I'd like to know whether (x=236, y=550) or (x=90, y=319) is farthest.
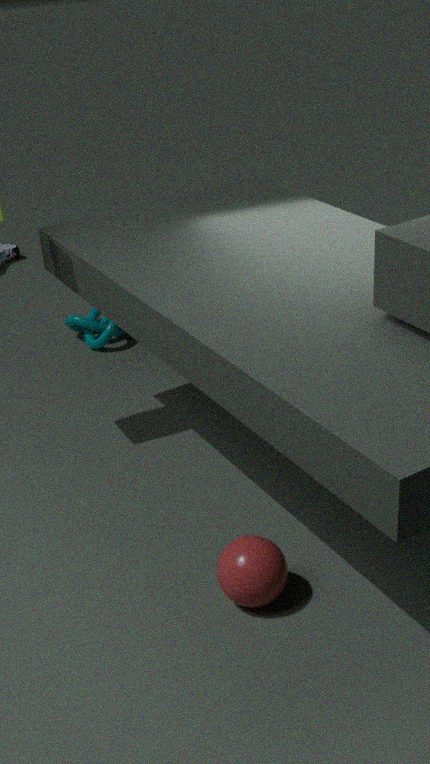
(x=90, y=319)
